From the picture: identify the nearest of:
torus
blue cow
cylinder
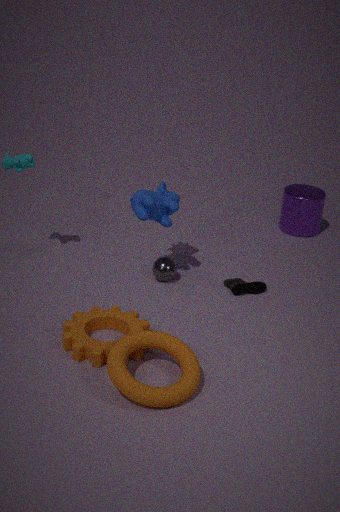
torus
